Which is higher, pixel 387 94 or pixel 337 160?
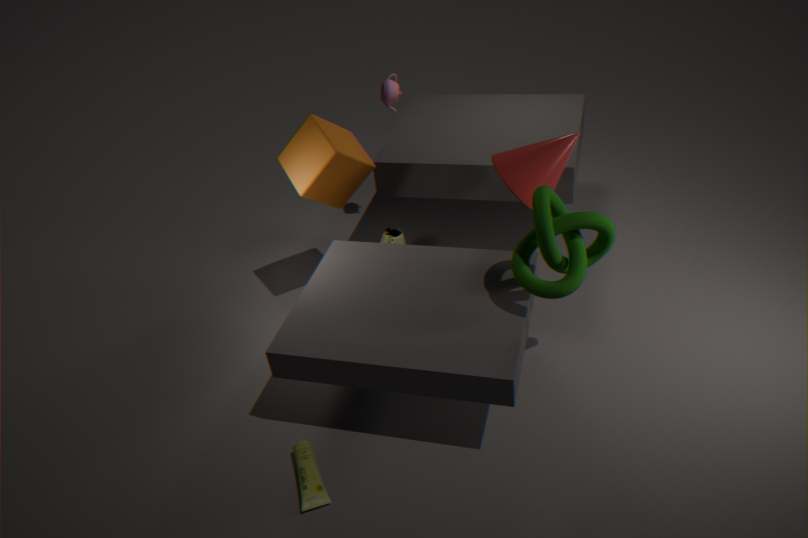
pixel 387 94
